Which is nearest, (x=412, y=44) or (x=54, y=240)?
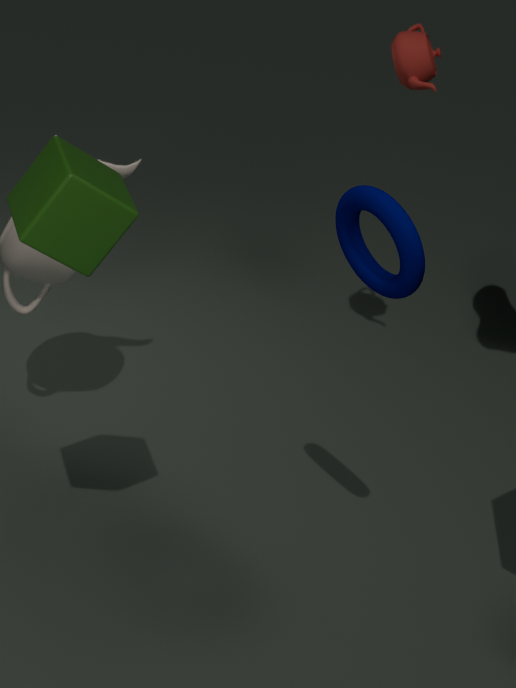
(x=54, y=240)
